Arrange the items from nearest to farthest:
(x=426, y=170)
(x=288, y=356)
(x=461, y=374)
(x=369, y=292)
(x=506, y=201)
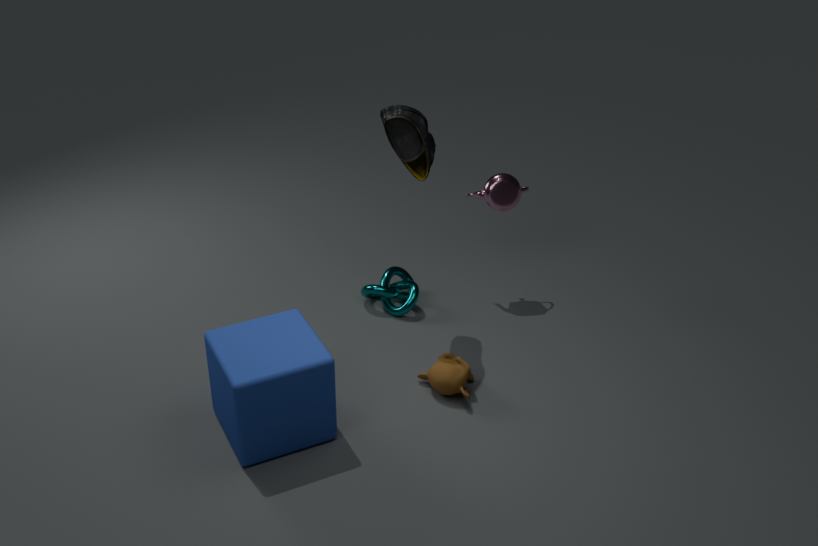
(x=288, y=356) → (x=461, y=374) → (x=426, y=170) → (x=506, y=201) → (x=369, y=292)
